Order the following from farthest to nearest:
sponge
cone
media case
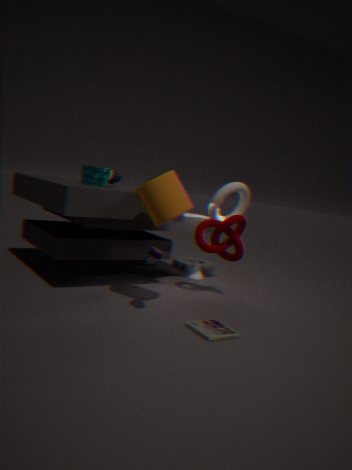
cone → sponge → media case
